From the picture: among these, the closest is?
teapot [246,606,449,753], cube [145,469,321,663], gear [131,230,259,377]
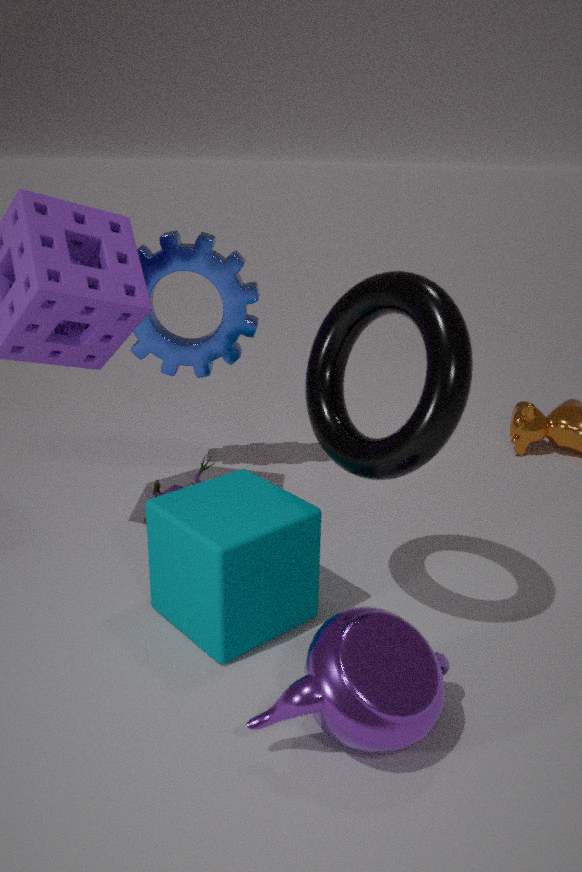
teapot [246,606,449,753]
